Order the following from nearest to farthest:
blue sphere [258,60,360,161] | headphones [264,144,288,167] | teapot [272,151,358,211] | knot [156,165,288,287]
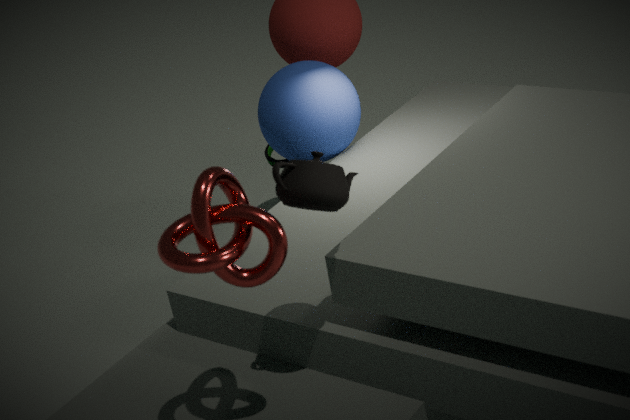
1. knot [156,165,288,287]
2. teapot [272,151,358,211]
3. blue sphere [258,60,360,161]
4. headphones [264,144,288,167]
